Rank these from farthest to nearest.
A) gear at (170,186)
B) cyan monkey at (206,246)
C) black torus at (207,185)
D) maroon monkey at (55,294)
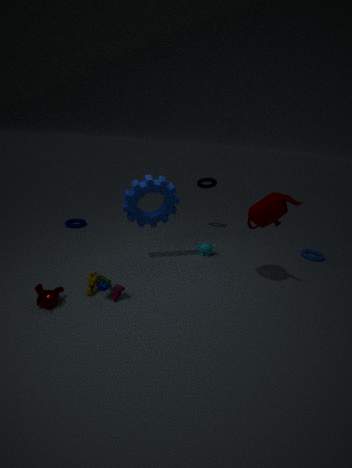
1. black torus at (207,185)
2. cyan monkey at (206,246)
3. gear at (170,186)
4. maroon monkey at (55,294)
